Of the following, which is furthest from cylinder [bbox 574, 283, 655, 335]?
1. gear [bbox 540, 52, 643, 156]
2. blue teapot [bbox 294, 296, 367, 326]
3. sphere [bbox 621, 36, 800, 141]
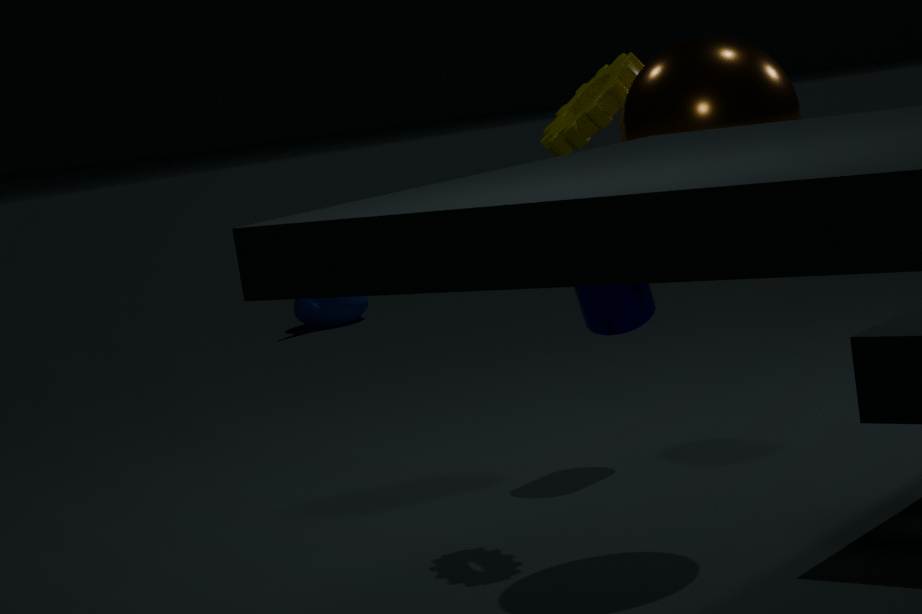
blue teapot [bbox 294, 296, 367, 326]
